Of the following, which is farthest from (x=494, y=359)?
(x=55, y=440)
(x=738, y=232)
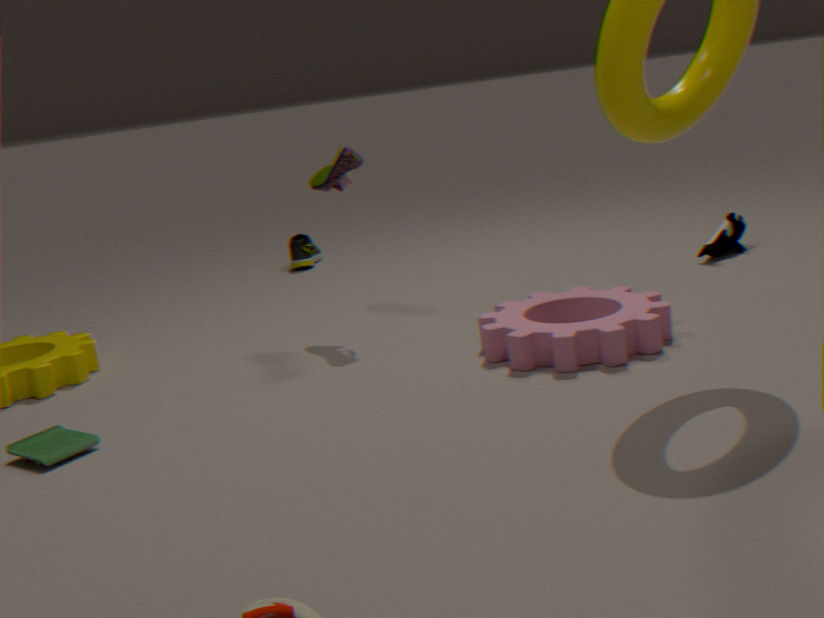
(x=55, y=440)
